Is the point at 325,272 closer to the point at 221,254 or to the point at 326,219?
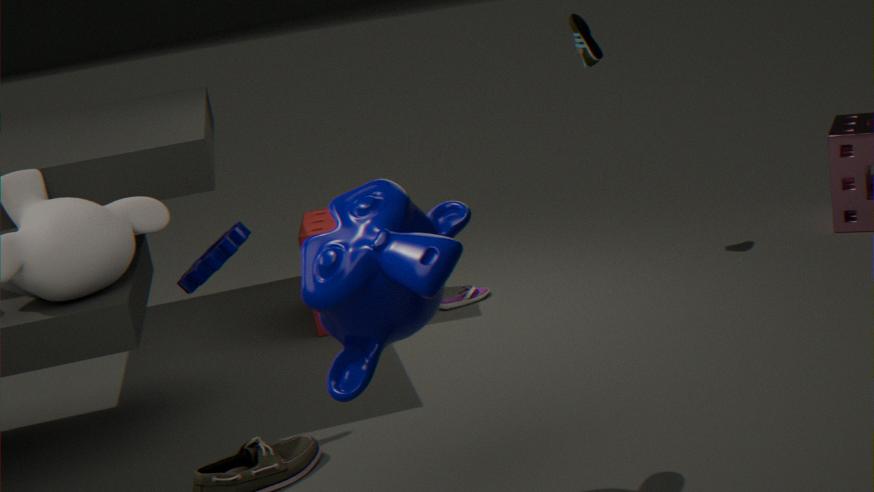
the point at 221,254
